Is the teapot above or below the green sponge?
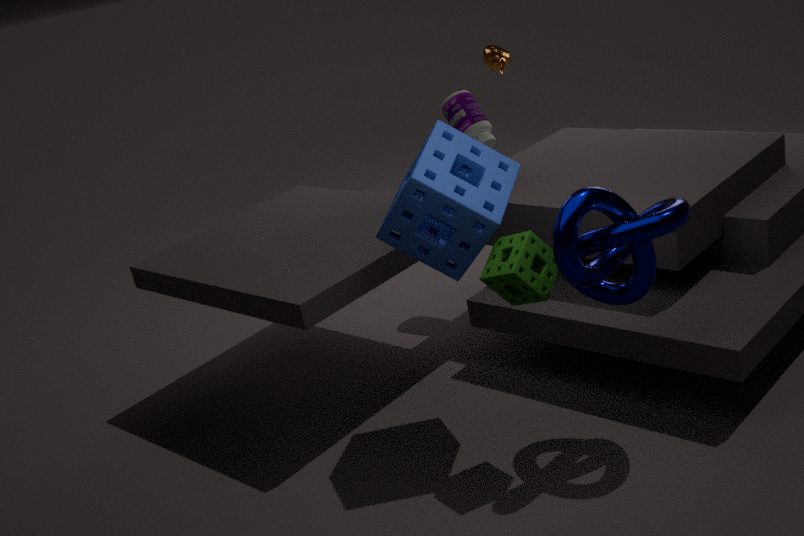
above
